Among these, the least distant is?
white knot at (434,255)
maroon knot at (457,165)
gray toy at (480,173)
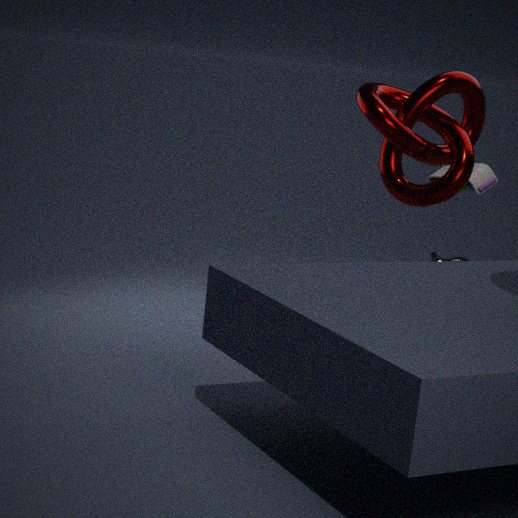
maroon knot at (457,165)
